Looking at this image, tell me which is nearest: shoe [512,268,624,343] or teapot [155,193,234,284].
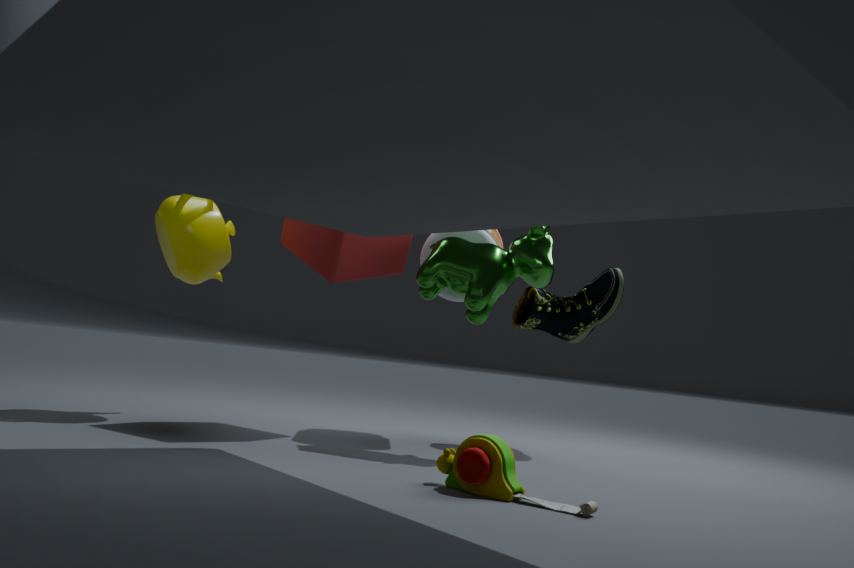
teapot [155,193,234,284]
